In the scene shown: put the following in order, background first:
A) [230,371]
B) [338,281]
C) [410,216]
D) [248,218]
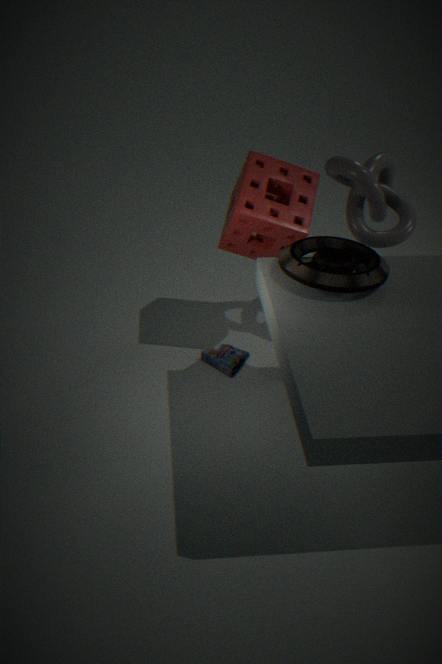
[230,371] < [410,216] < [248,218] < [338,281]
